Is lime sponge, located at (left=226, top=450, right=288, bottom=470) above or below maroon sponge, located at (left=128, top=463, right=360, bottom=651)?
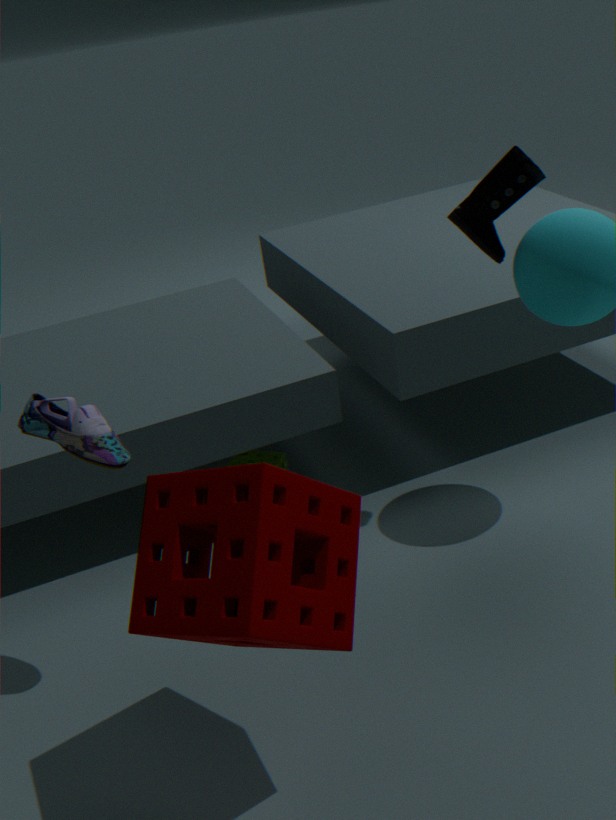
below
